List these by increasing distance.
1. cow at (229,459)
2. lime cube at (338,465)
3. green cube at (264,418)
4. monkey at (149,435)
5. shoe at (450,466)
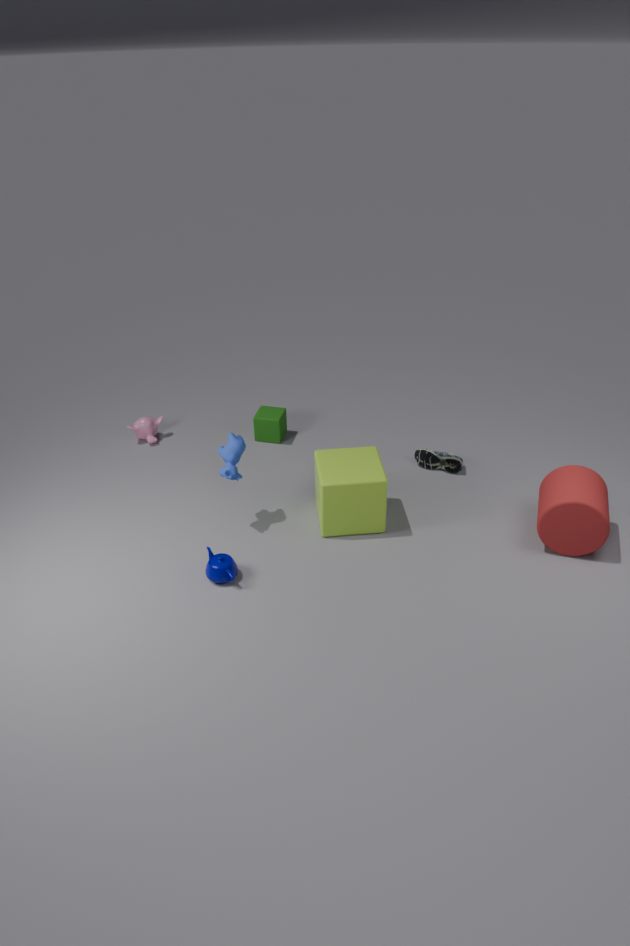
lime cube at (338,465) → cow at (229,459) → shoe at (450,466) → green cube at (264,418) → monkey at (149,435)
